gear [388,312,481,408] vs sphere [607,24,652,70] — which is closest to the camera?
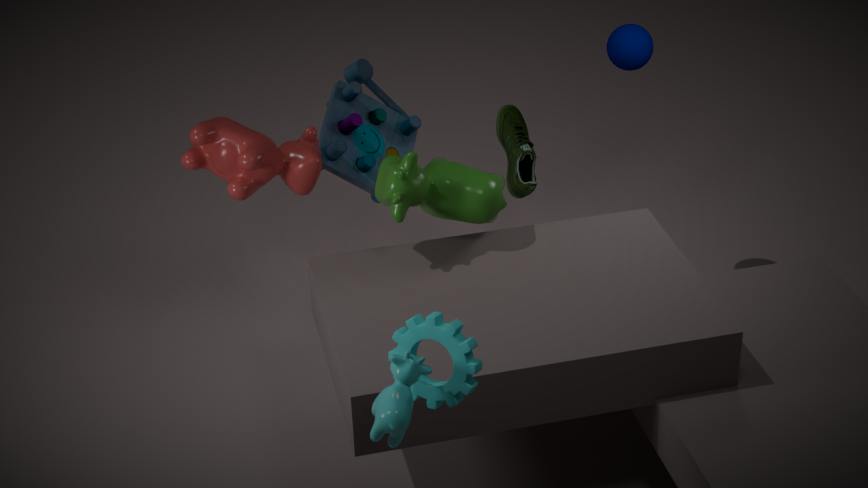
gear [388,312,481,408]
